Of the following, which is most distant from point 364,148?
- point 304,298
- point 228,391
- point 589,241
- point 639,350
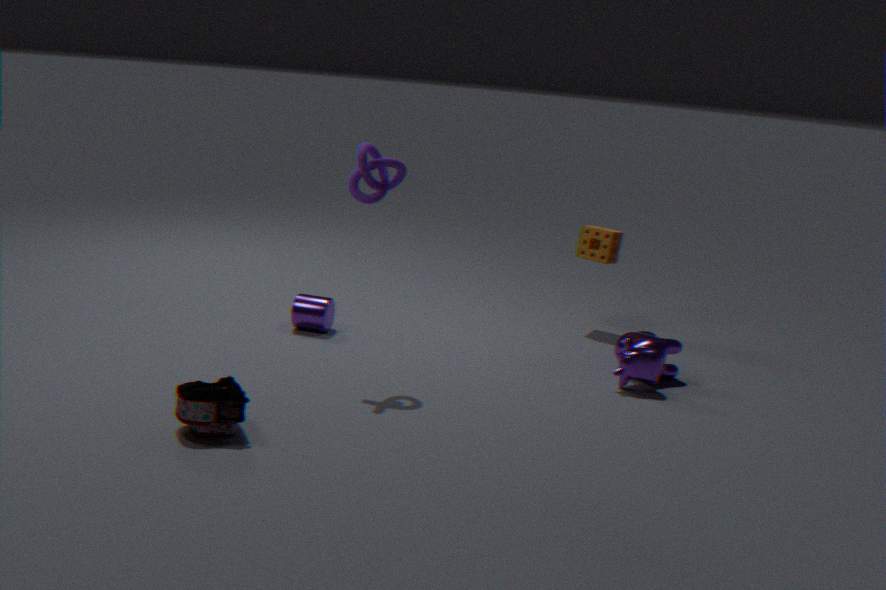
point 589,241
